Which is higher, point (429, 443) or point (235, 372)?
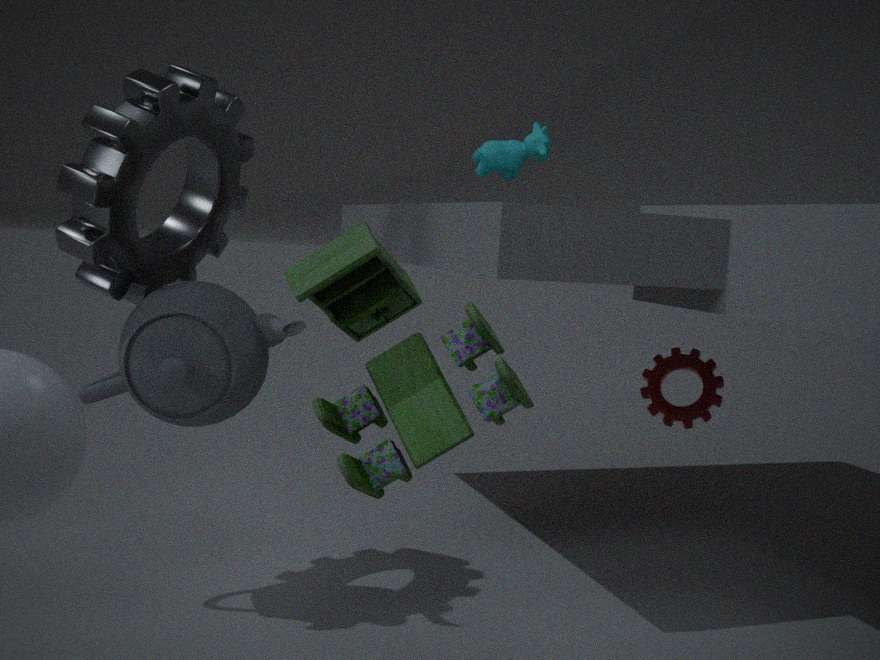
point (429, 443)
